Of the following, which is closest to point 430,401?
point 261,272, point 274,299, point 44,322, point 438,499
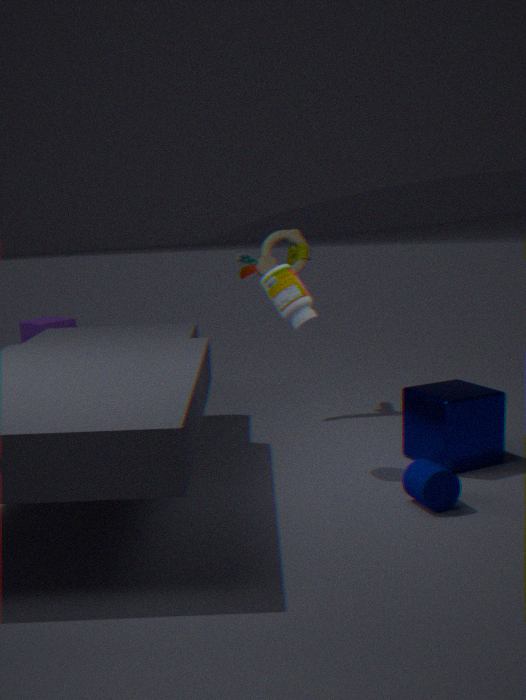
point 438,499
